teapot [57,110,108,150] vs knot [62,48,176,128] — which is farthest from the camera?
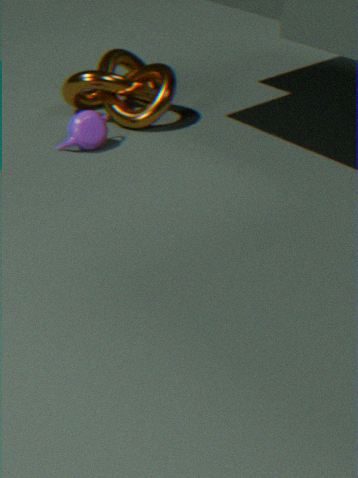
knot [62,48,176,128]
